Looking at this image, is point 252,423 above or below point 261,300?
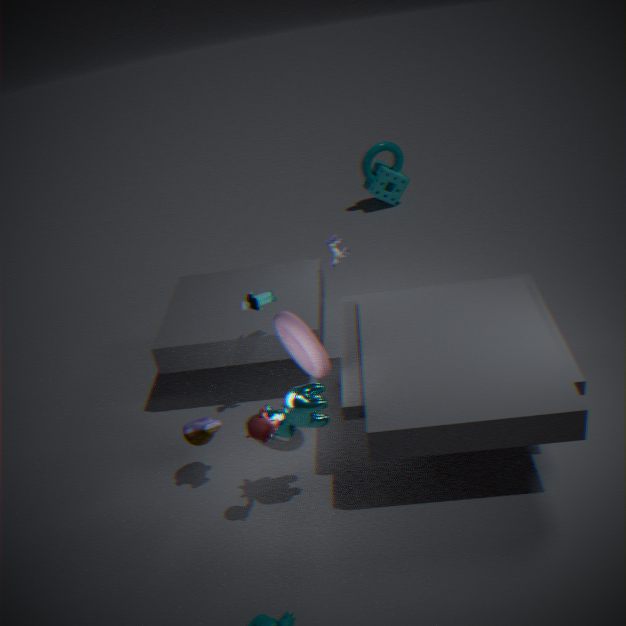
below
